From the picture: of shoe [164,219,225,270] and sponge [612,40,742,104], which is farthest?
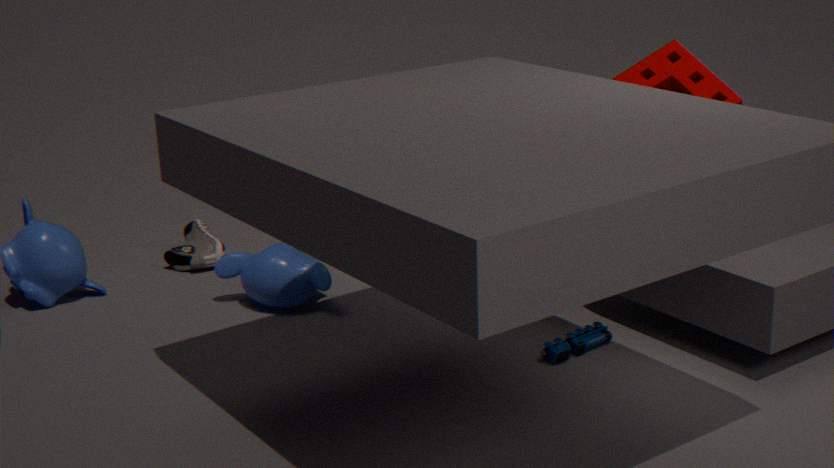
shoe [164,219,225,270]
